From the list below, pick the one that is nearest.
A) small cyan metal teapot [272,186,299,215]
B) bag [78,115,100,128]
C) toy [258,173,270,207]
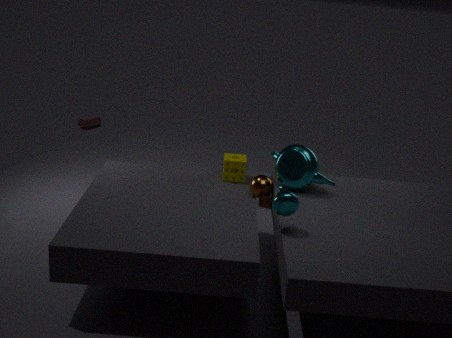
small cyan metal teapot [272,186,299,215]
